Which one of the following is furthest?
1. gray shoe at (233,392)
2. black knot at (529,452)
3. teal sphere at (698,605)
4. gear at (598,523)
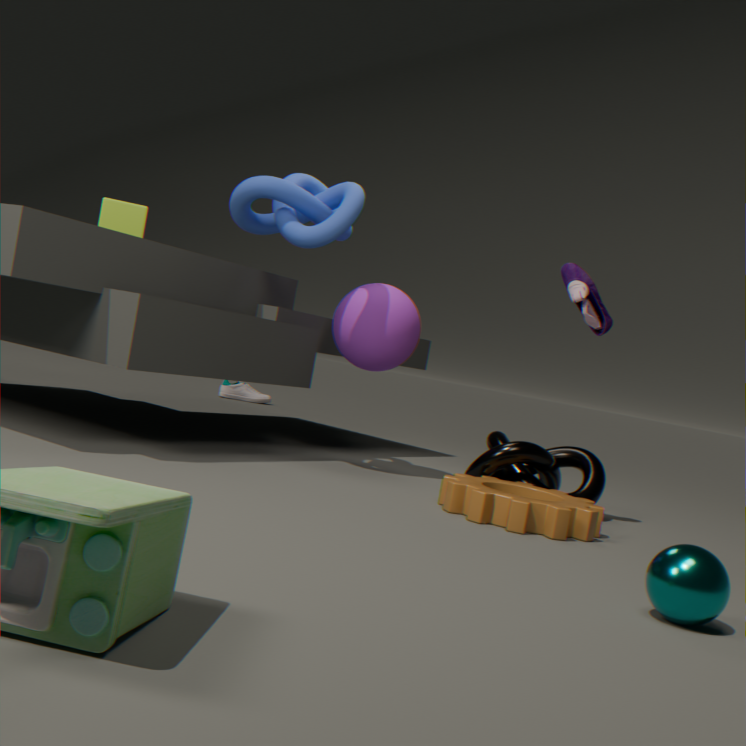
gray shoe at (233,392)
